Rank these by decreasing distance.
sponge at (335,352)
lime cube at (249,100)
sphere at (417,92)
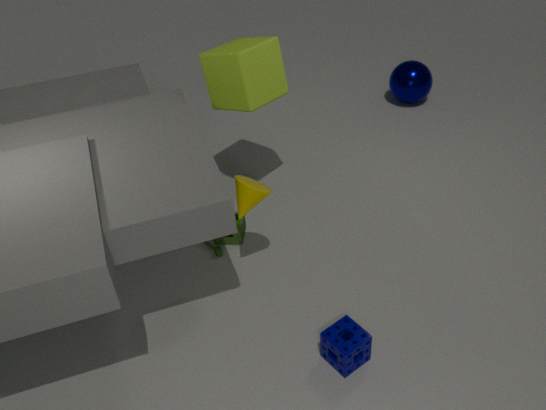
sphere at (417,92)
lime cube at (249,100)
sponge at (335,352)
